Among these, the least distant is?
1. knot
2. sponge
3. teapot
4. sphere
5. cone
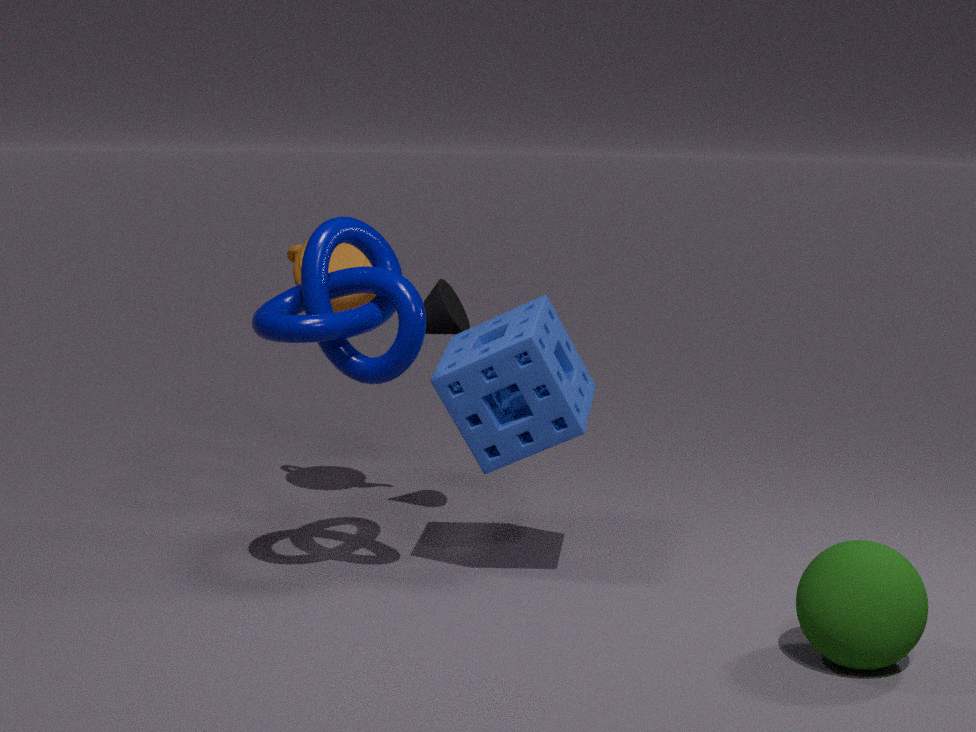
sphere
